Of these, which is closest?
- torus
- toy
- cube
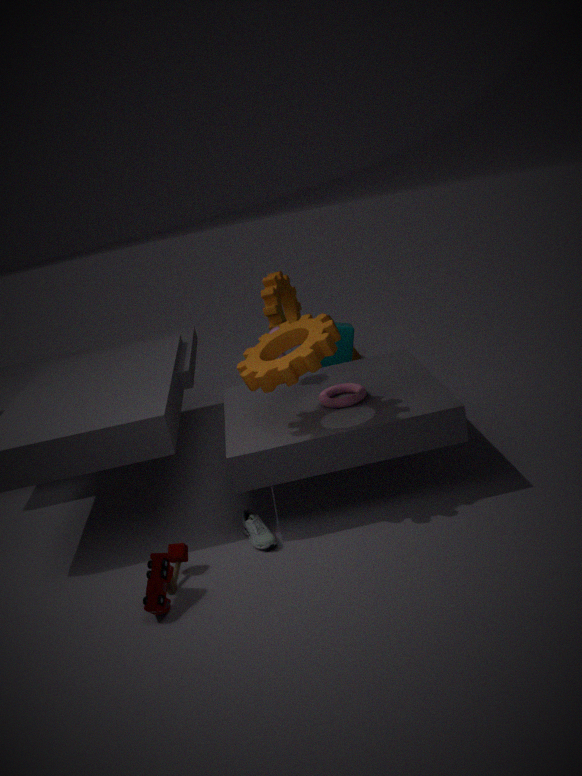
toy
